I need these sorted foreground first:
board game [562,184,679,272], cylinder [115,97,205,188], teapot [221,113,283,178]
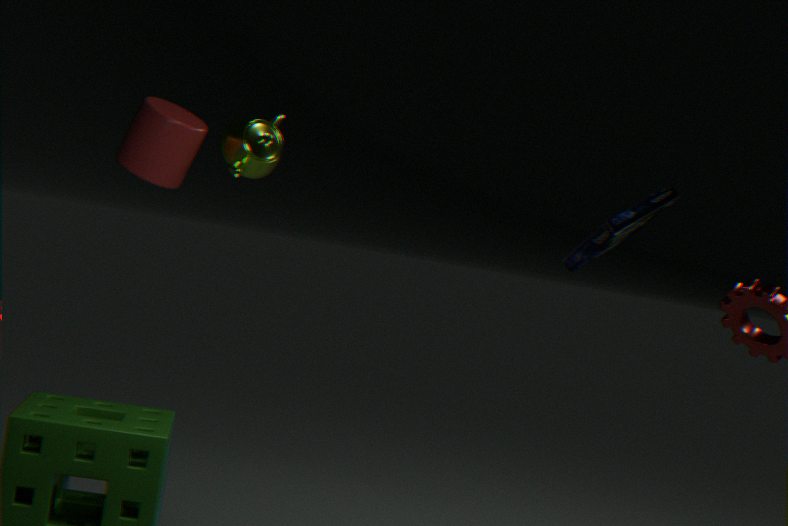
1. cylinder [115,97,205,188]
2. teapot [221,113,283,178]
3. board game [562,184,679,272]
